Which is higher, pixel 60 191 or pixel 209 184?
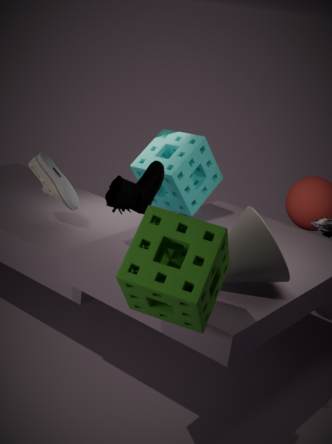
pixel 209 184
